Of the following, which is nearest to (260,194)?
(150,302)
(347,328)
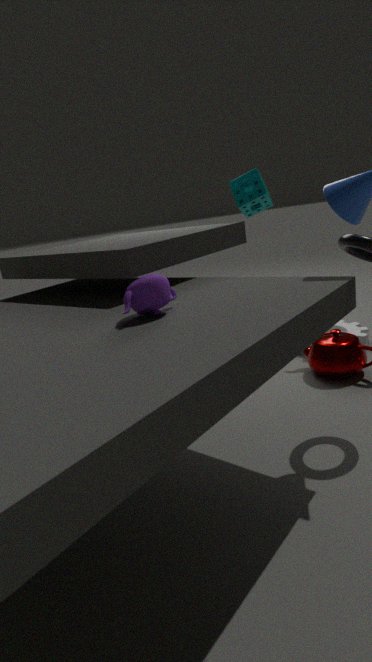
(347,328)
